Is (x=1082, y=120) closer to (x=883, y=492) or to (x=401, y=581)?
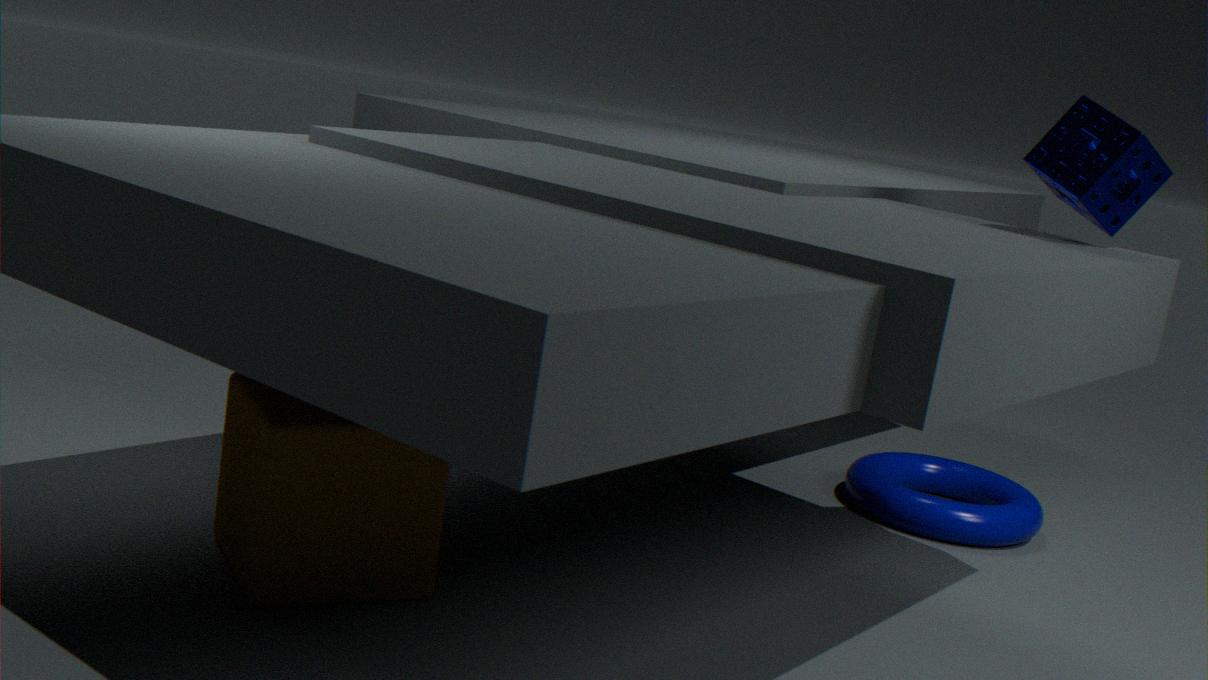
(x=883, y=492)
